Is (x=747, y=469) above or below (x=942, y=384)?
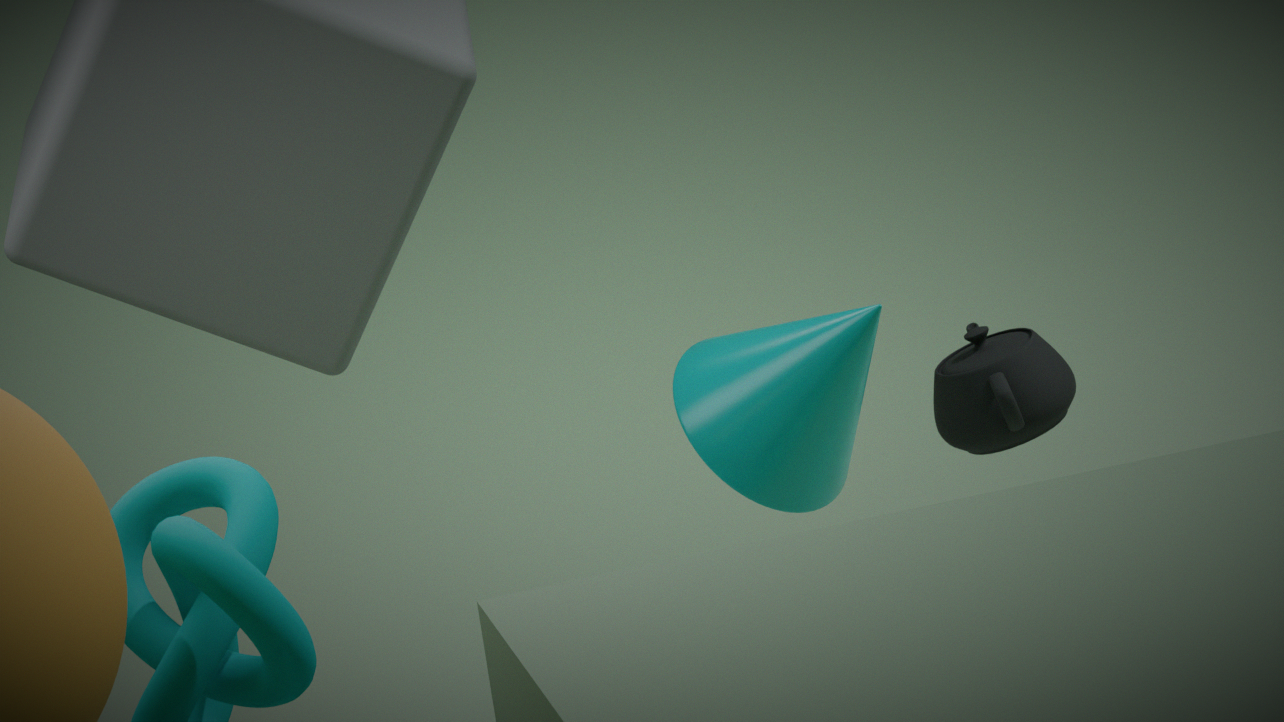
above
